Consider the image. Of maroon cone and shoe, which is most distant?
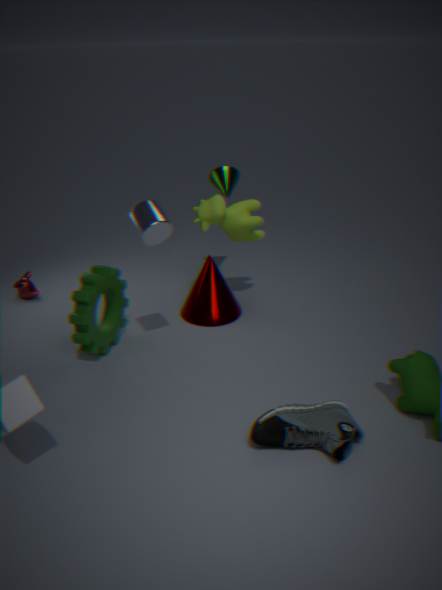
maroon cone
